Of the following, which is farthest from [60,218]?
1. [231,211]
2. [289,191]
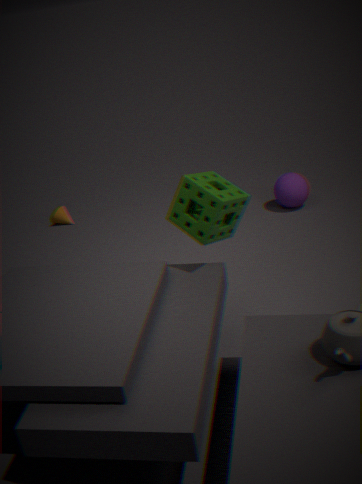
[231,211]
